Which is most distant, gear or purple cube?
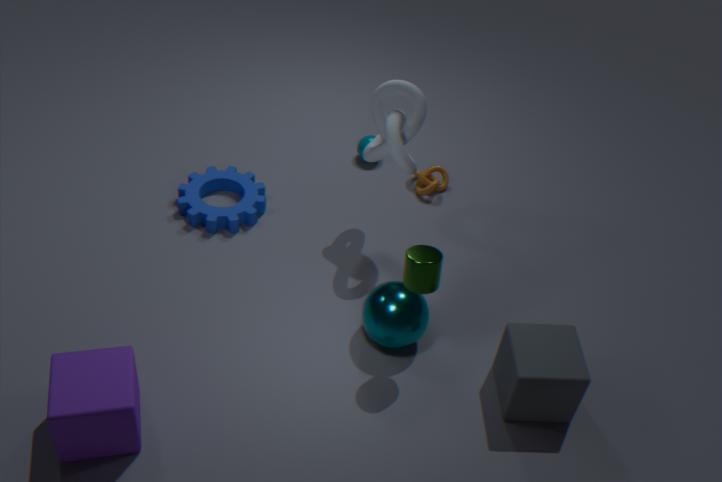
gear
